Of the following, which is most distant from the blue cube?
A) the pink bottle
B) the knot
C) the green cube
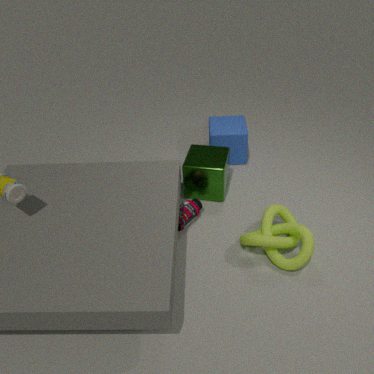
the knot
